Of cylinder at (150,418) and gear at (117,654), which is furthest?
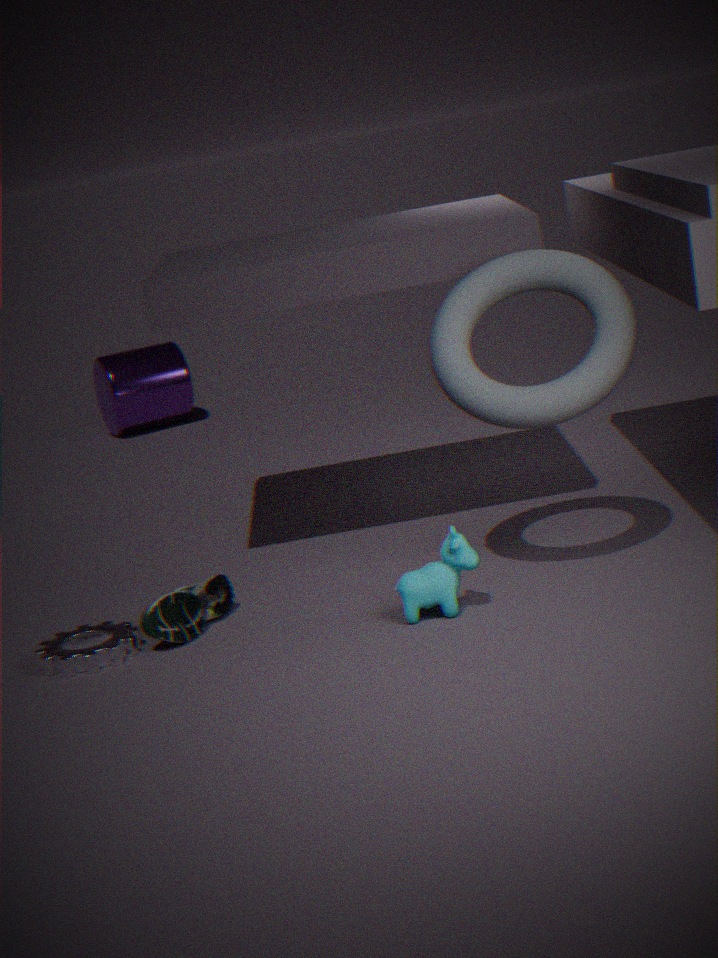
cylinder at (150,418)
